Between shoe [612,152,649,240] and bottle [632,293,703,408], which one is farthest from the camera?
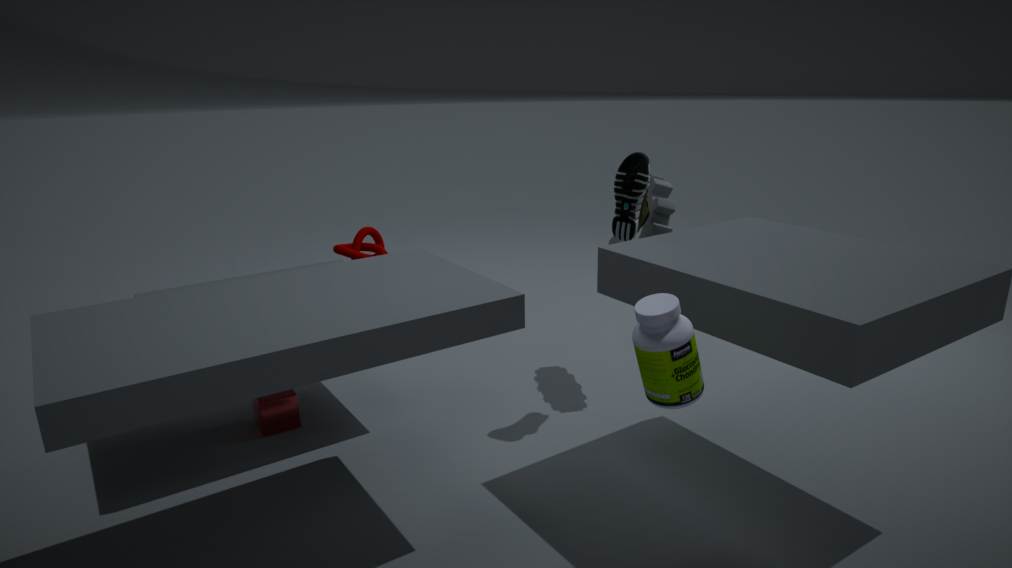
shoe [612,152,649,240]
